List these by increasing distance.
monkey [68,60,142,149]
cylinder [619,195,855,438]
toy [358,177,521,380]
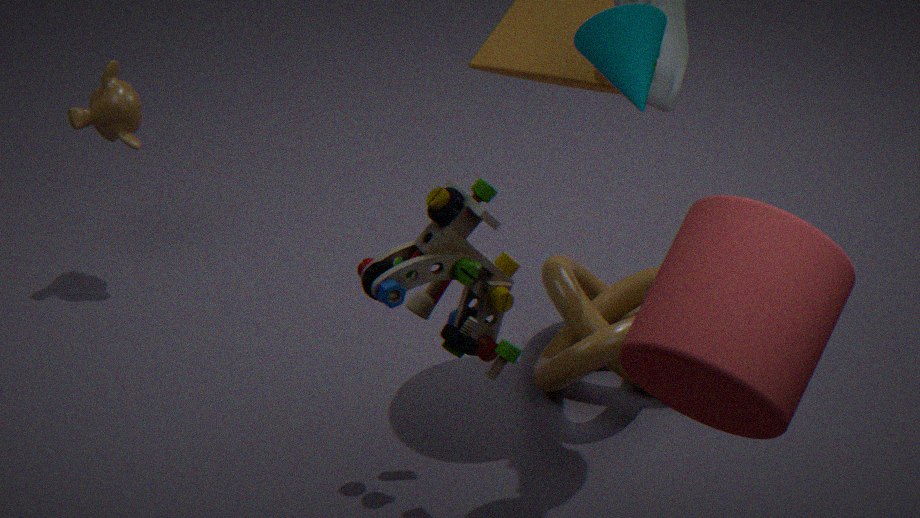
cylinder [619,195,855,438] < toy [358,177,521,380] < monkey [68,60,142,149]
